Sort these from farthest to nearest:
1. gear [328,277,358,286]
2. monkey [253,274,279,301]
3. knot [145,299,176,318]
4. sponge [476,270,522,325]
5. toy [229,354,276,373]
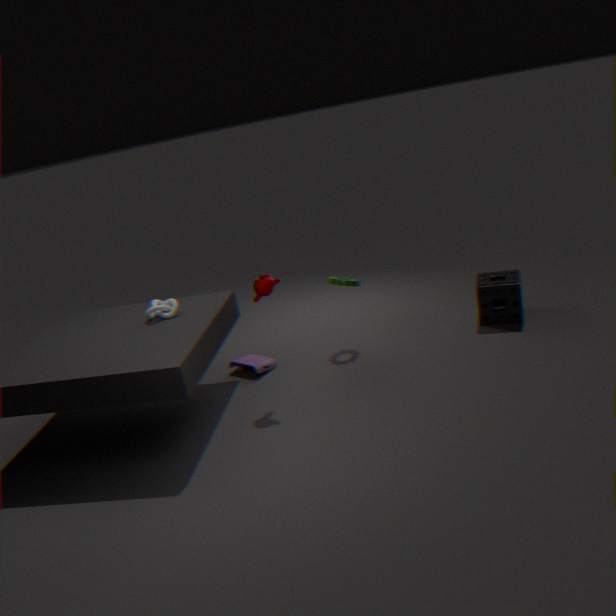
toy [229,354,276,373] → gear [328,277,358,286] → sponge [476,270,522,325] → knot [145,299,176,318] → monkey [253,274,279,301]
